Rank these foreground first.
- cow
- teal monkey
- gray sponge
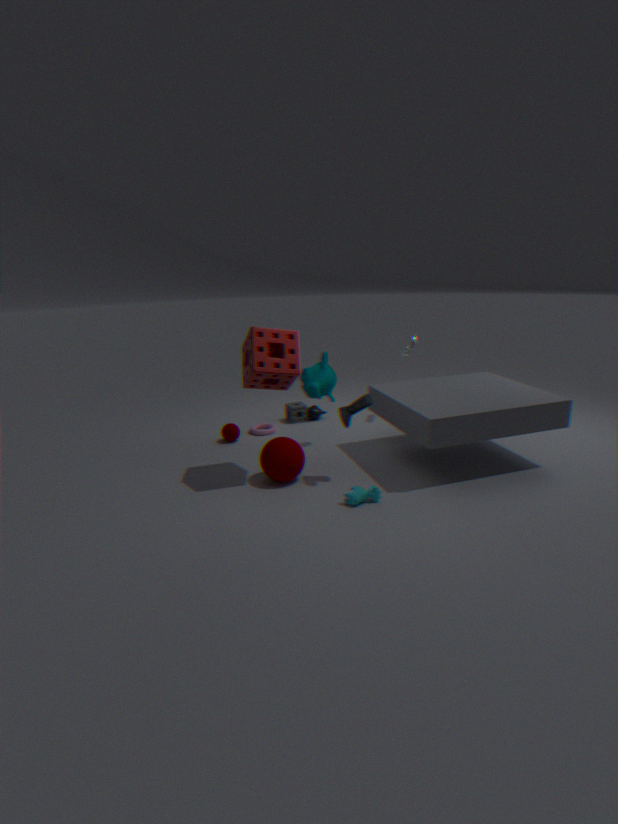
1. cow
2. teal monkey
3. gray sponge
